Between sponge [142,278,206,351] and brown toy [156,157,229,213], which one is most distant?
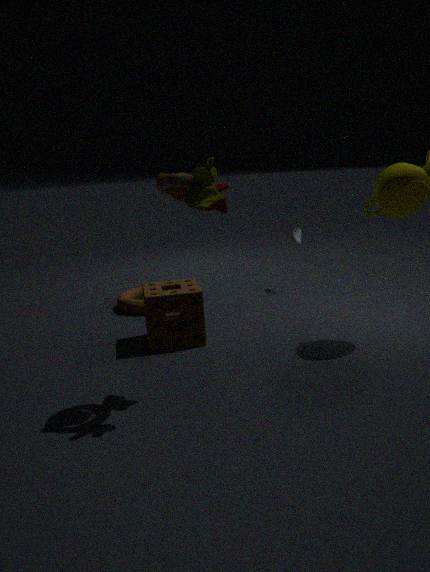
sponge [142,278,206,351]
